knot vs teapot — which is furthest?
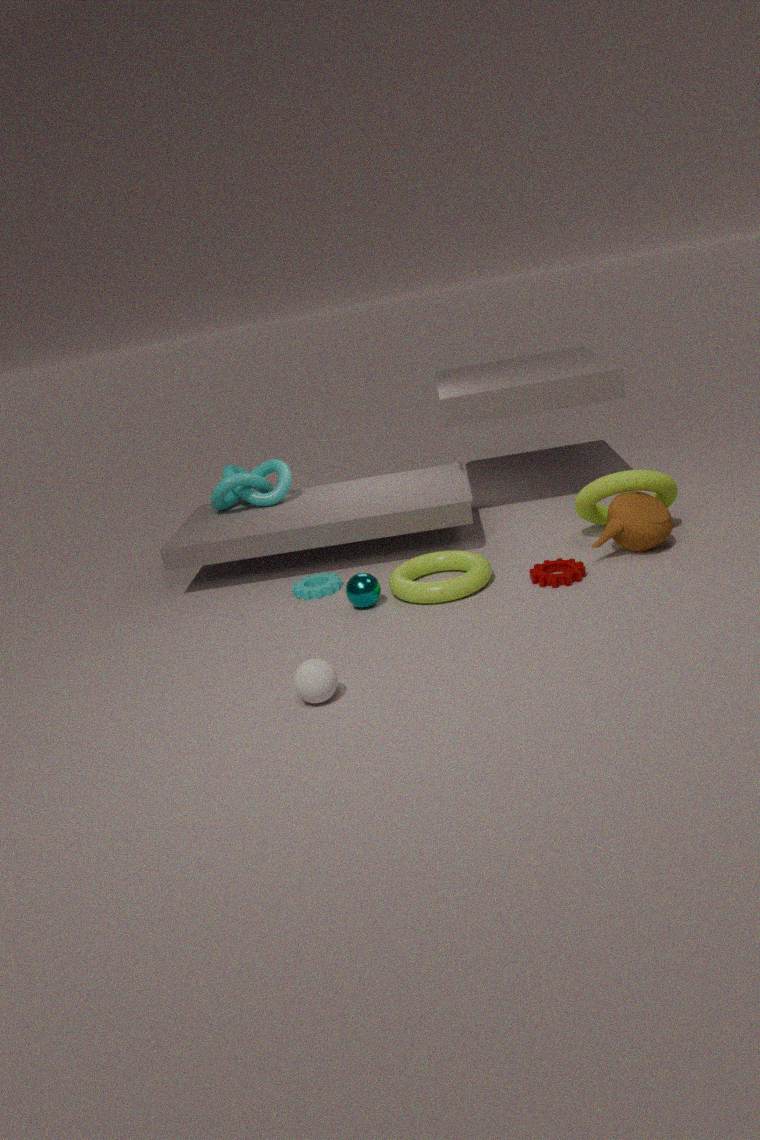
knot
